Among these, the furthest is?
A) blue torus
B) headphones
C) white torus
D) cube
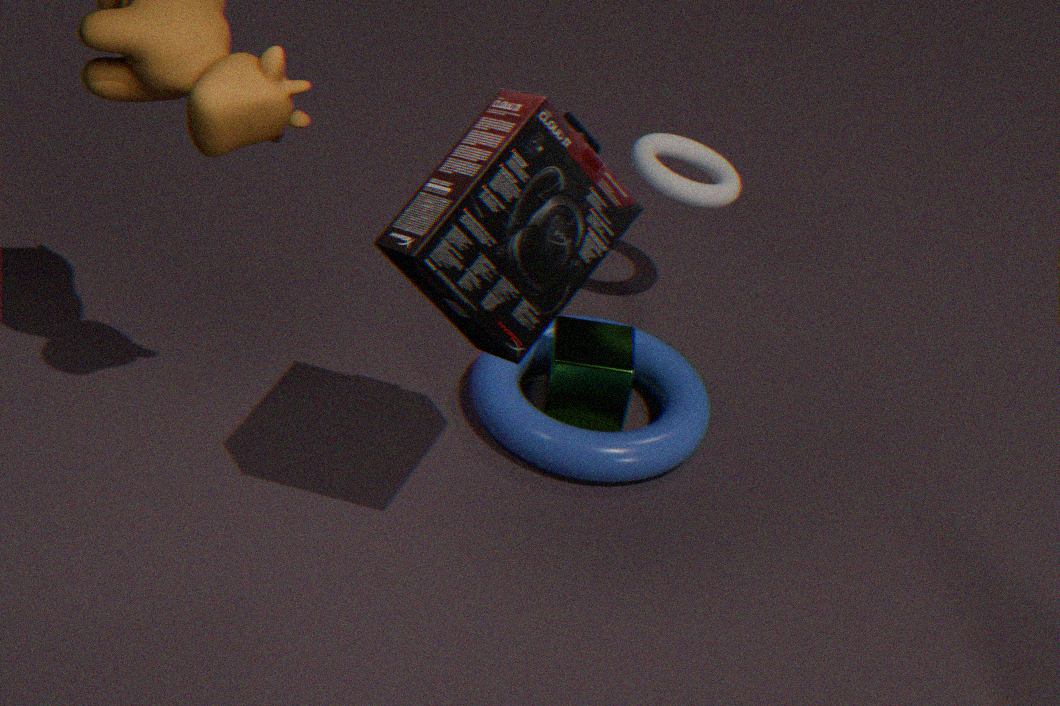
C. white torus
